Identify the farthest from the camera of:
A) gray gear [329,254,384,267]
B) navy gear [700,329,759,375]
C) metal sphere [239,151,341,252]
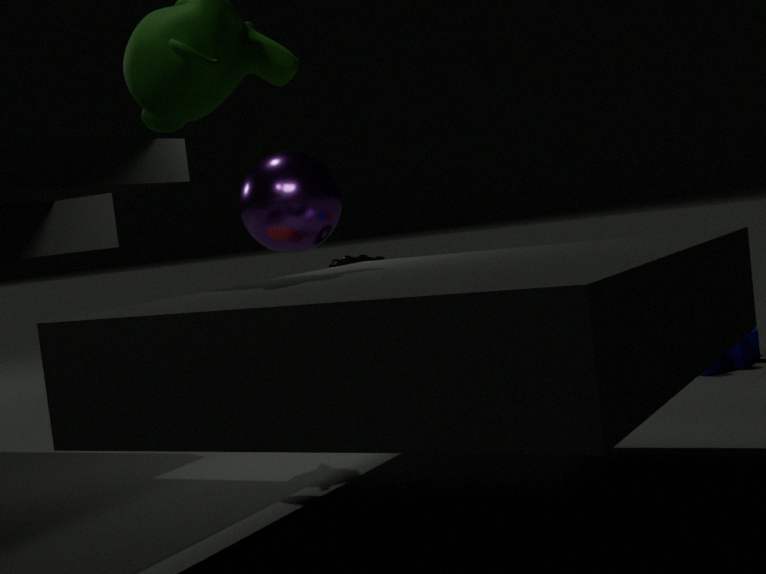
gray gear [329,254,384,267]
